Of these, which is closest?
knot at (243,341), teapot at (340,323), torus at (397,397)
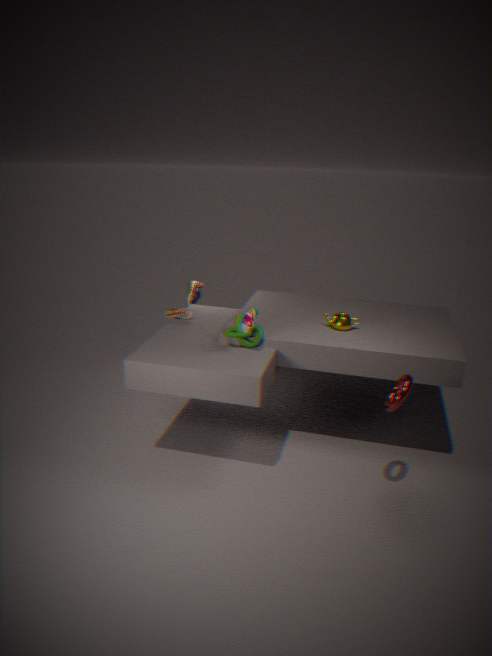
torus at (397,397)
